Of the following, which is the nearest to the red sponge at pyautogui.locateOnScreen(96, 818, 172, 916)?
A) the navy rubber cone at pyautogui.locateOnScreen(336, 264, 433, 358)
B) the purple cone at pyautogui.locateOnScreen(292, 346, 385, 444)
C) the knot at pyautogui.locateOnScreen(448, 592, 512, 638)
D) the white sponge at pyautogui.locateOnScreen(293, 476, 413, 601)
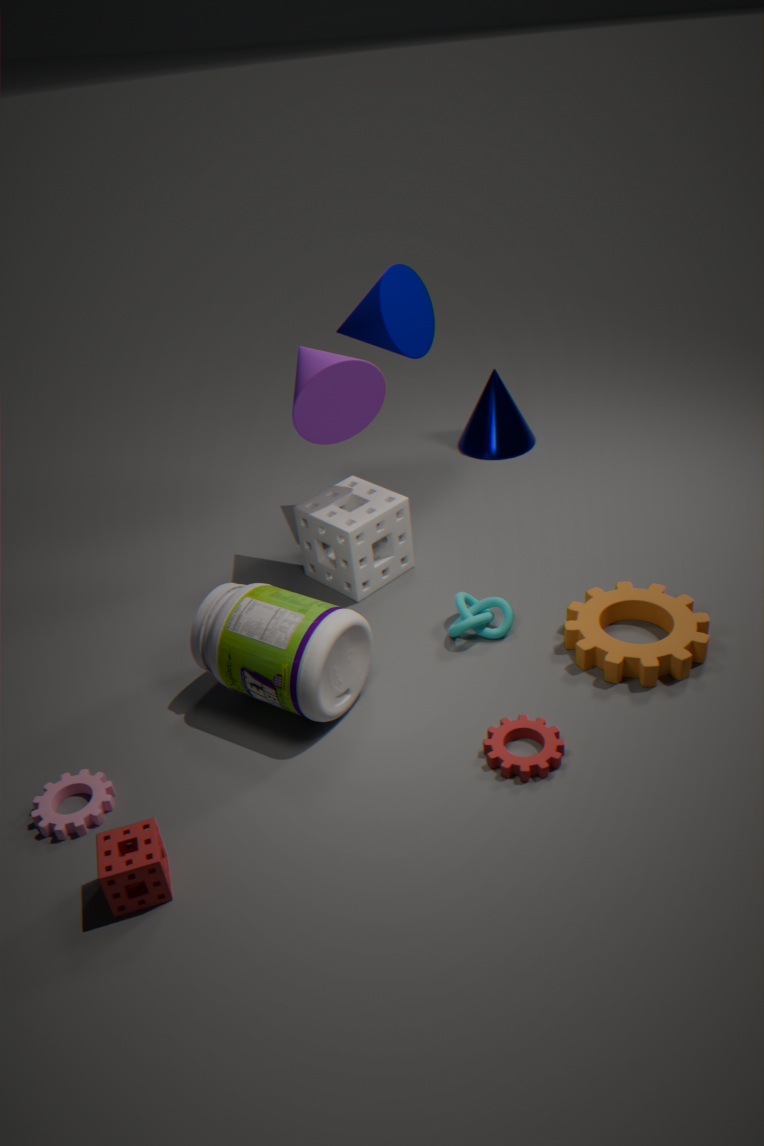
the knot at pyautogui.locateOnScreen(448, 592, 512, 638)
